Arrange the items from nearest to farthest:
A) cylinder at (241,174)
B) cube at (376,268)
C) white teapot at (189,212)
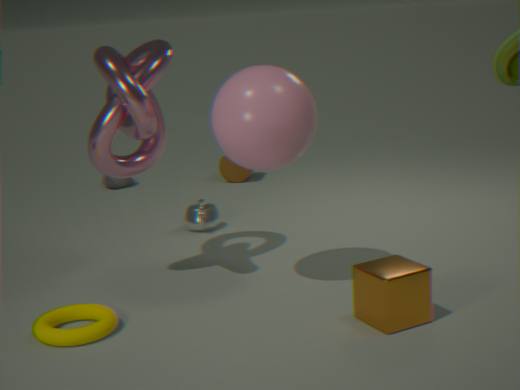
cube at (376,268), white teapot at (189,212), cylinder at (241,174)
